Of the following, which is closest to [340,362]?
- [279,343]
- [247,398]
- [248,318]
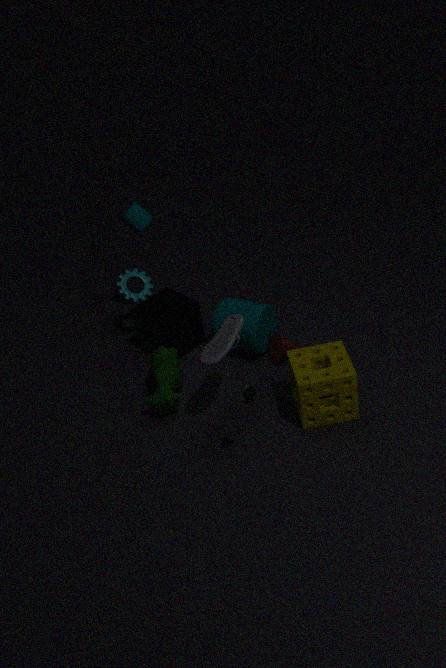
[279,343]
